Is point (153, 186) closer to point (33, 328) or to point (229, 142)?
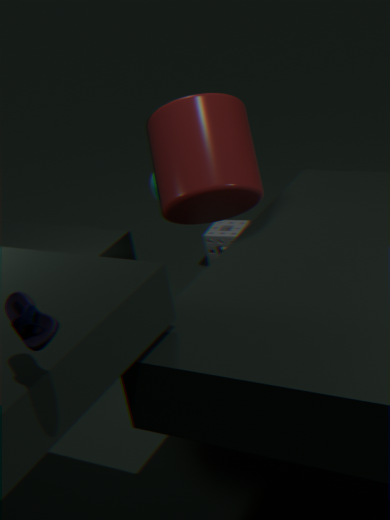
point (229, 142)
